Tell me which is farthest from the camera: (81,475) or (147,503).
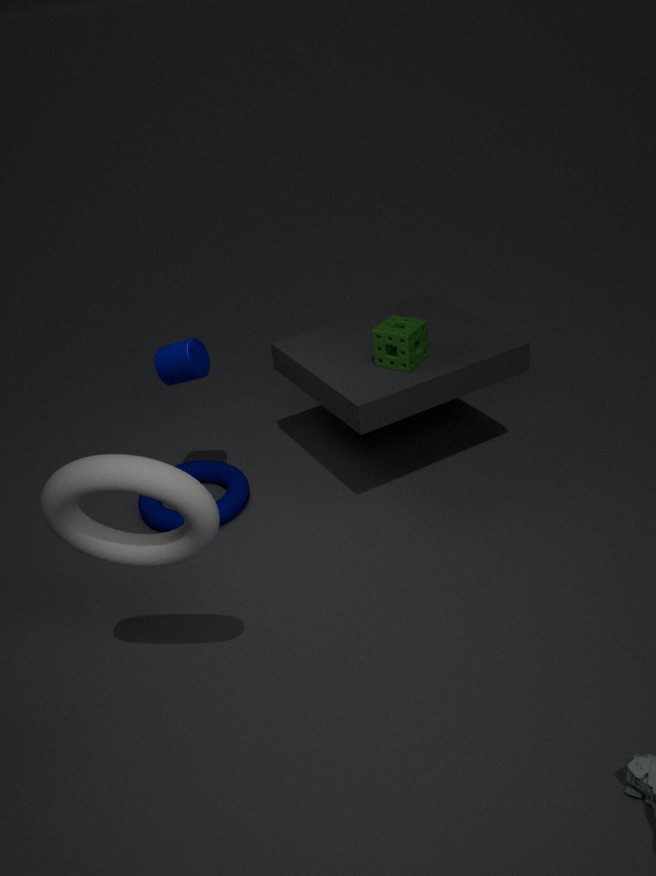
(147,503)
